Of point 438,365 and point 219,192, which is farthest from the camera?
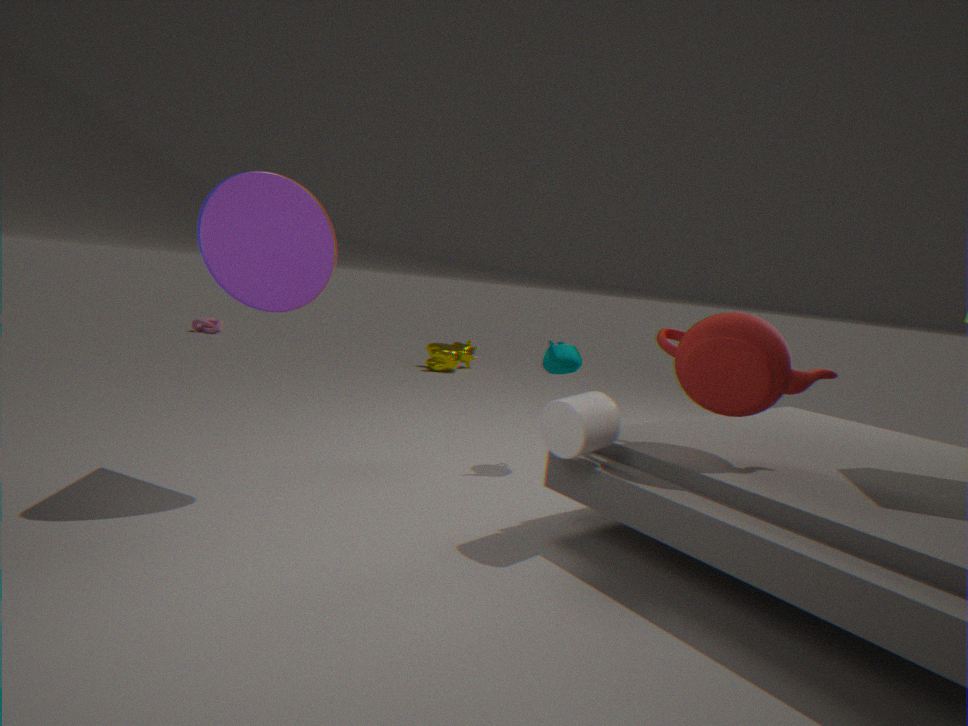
point 438,365
